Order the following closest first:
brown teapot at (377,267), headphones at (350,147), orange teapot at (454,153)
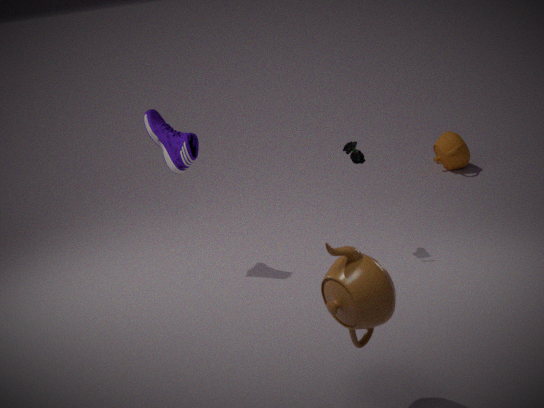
brown teapot at (377,267), headphones at (350,147), orange teapot at (454,153)
